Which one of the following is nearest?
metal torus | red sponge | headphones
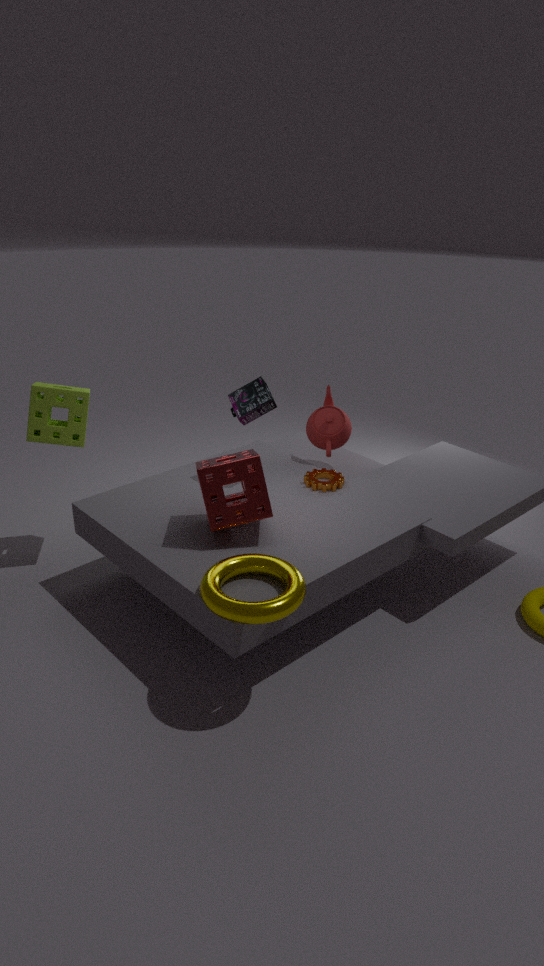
metal torus
